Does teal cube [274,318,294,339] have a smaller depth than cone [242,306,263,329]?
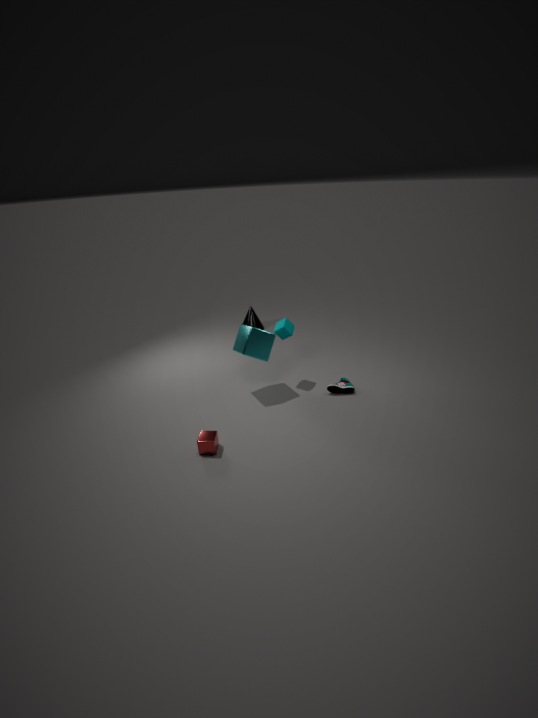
Yes
